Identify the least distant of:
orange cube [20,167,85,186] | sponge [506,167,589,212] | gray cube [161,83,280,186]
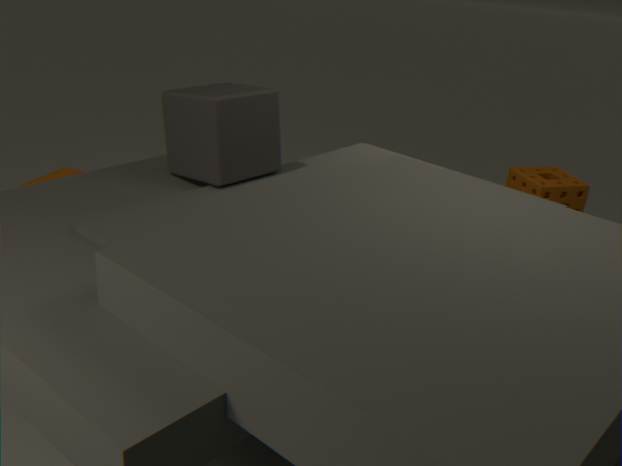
gray cube [161,83,280,186]
